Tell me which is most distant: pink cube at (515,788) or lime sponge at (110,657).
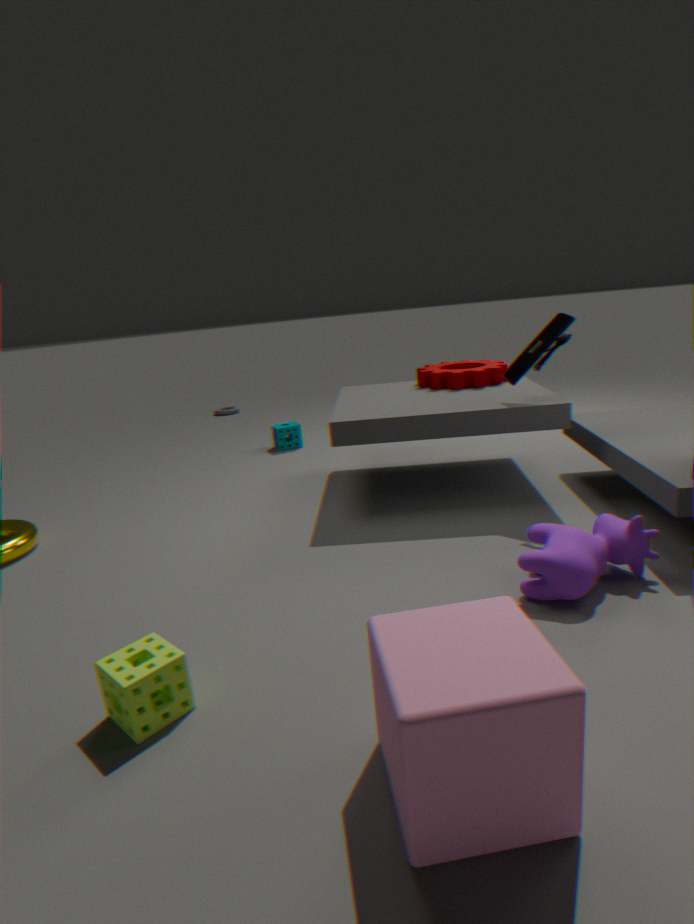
lime sponge at (110,657)
